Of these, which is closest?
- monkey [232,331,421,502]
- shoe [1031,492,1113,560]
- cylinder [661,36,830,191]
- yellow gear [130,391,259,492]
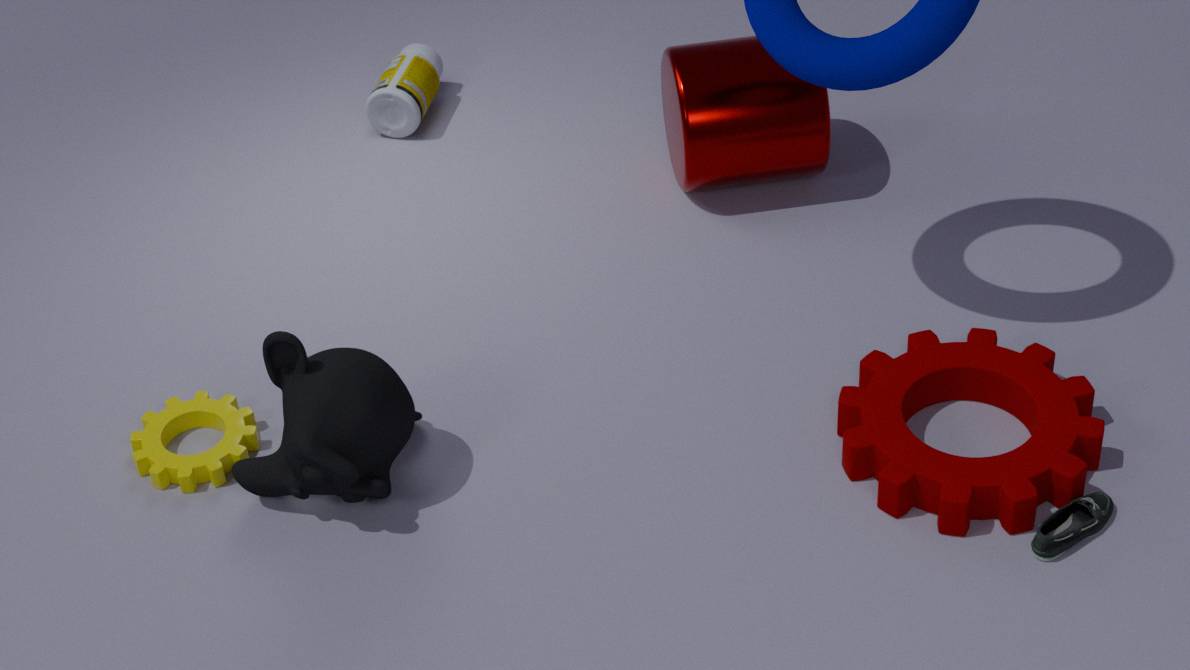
shoe [1031,492,1113,560]
